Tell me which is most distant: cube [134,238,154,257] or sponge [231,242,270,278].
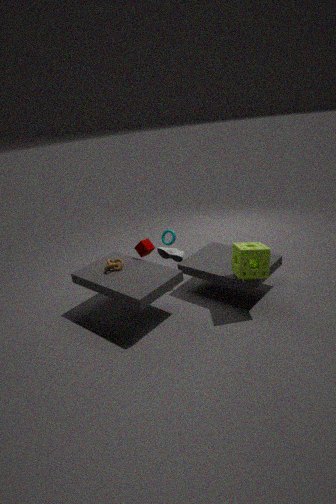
cube [134,238,154,257]
